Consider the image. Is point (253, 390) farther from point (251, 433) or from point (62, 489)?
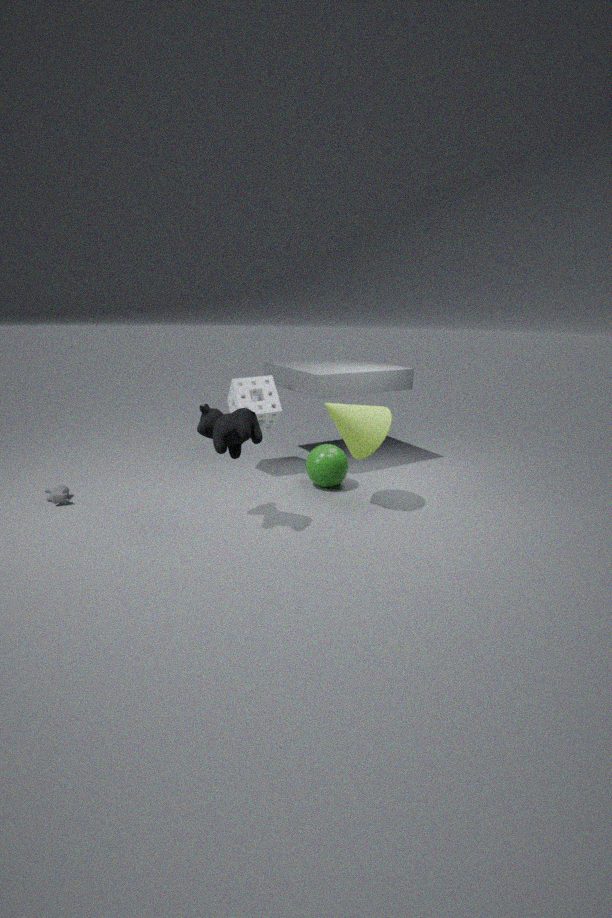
point (62, 489)
